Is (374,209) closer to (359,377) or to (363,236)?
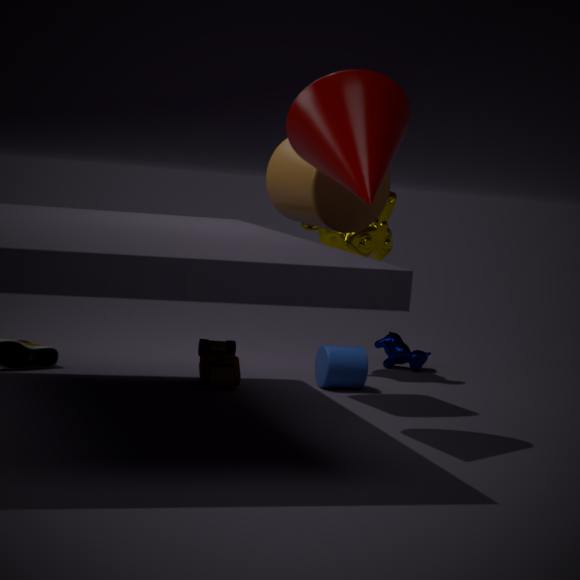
(363,236)
